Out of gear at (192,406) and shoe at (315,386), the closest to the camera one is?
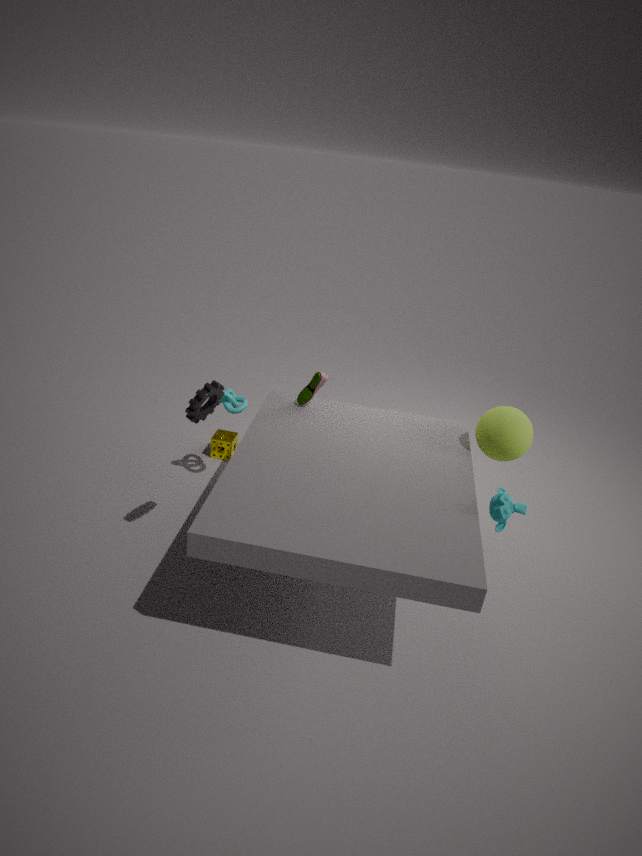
gear at (192,406)
